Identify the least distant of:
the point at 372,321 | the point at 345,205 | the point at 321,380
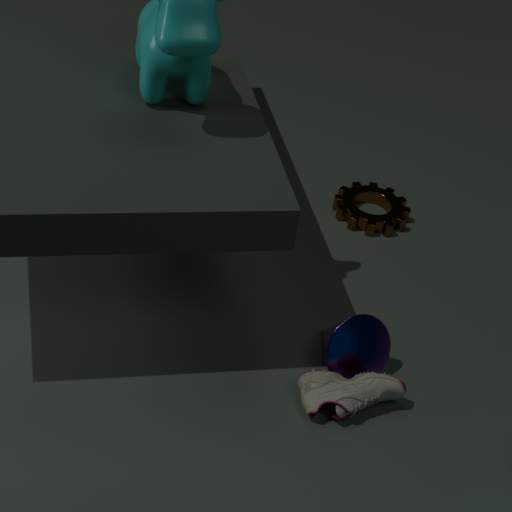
the point at 321,380
